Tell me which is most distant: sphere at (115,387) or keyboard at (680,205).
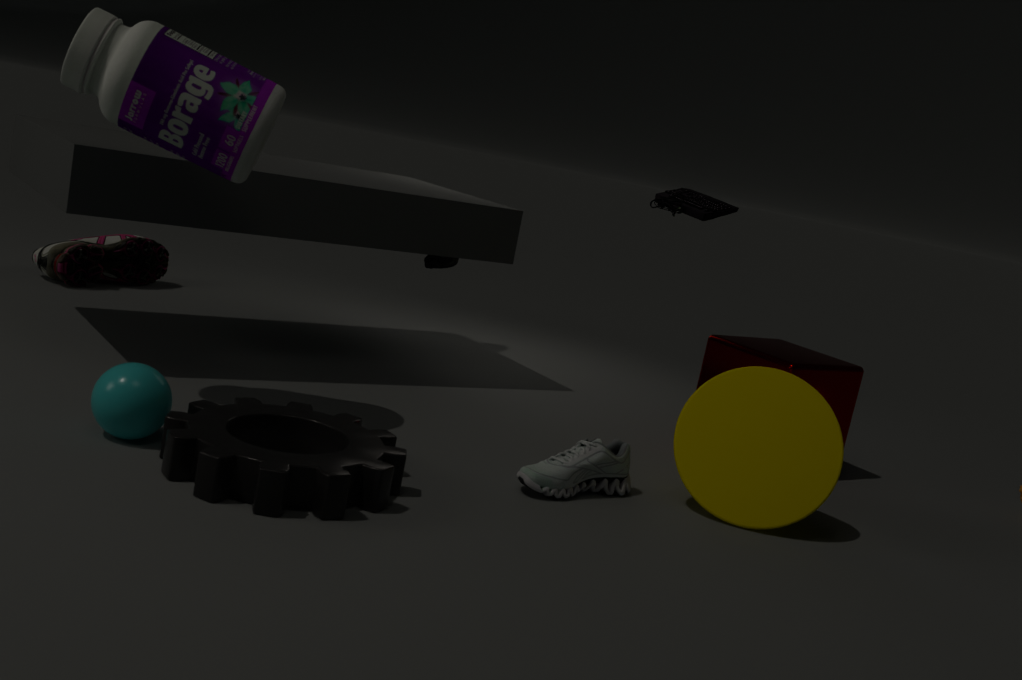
keyboard at (680,205)
